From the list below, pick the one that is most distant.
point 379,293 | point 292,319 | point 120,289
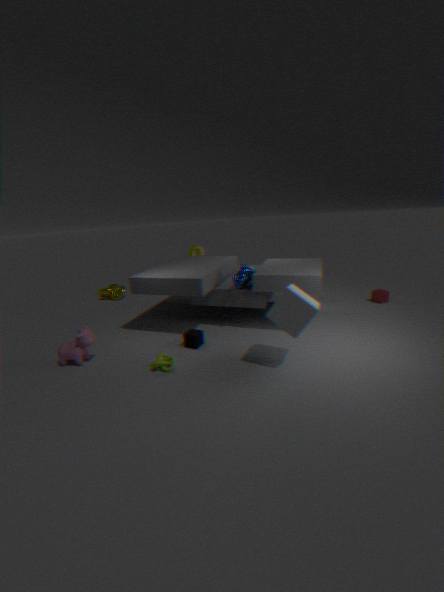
point 120,289
